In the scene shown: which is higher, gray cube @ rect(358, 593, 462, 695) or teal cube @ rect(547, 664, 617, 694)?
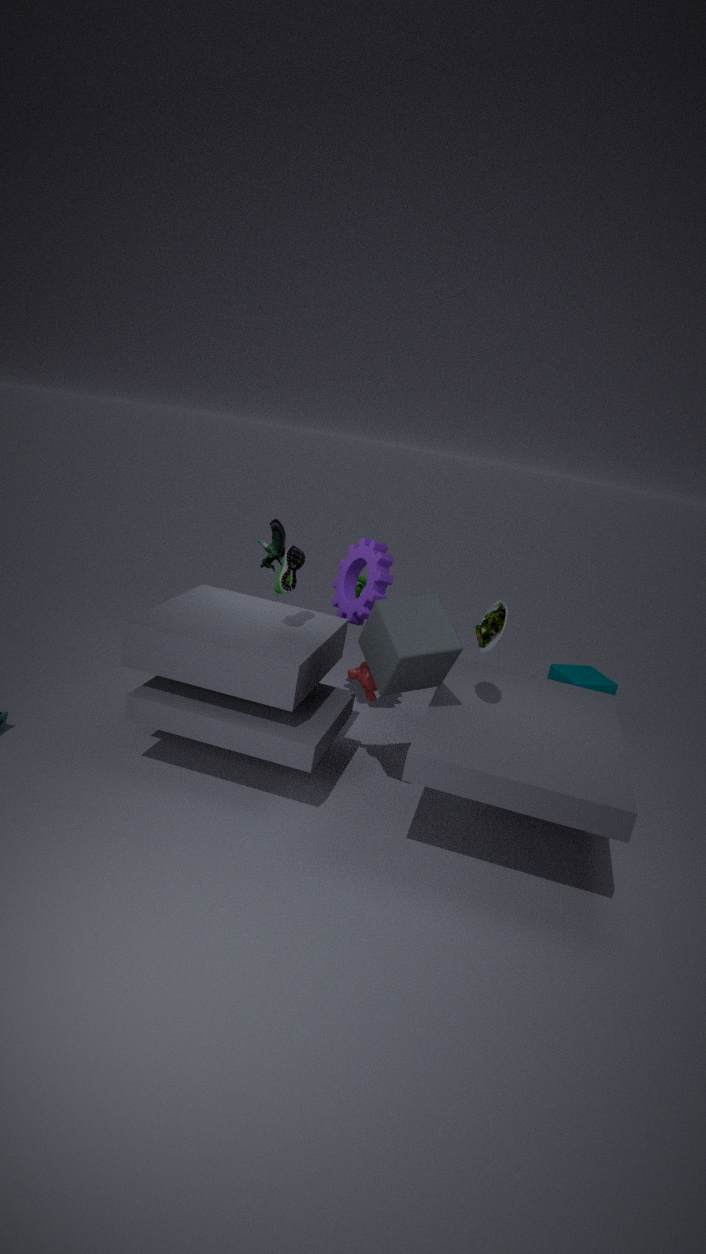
gray cube @ rect(358, 593, 462, 695)
